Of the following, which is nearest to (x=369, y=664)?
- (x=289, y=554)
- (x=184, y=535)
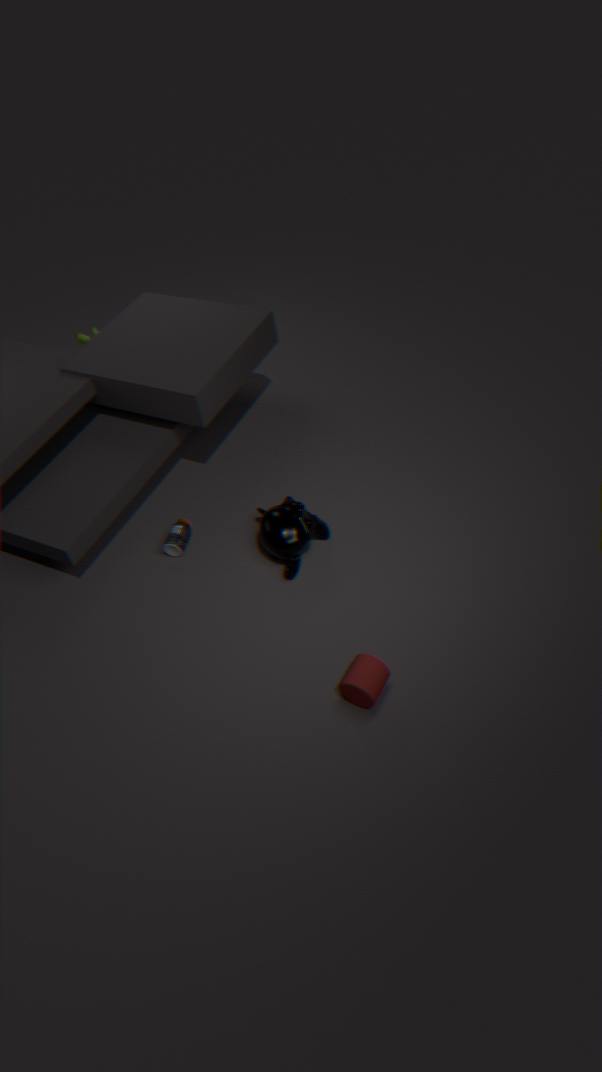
(x=289, y=554)
